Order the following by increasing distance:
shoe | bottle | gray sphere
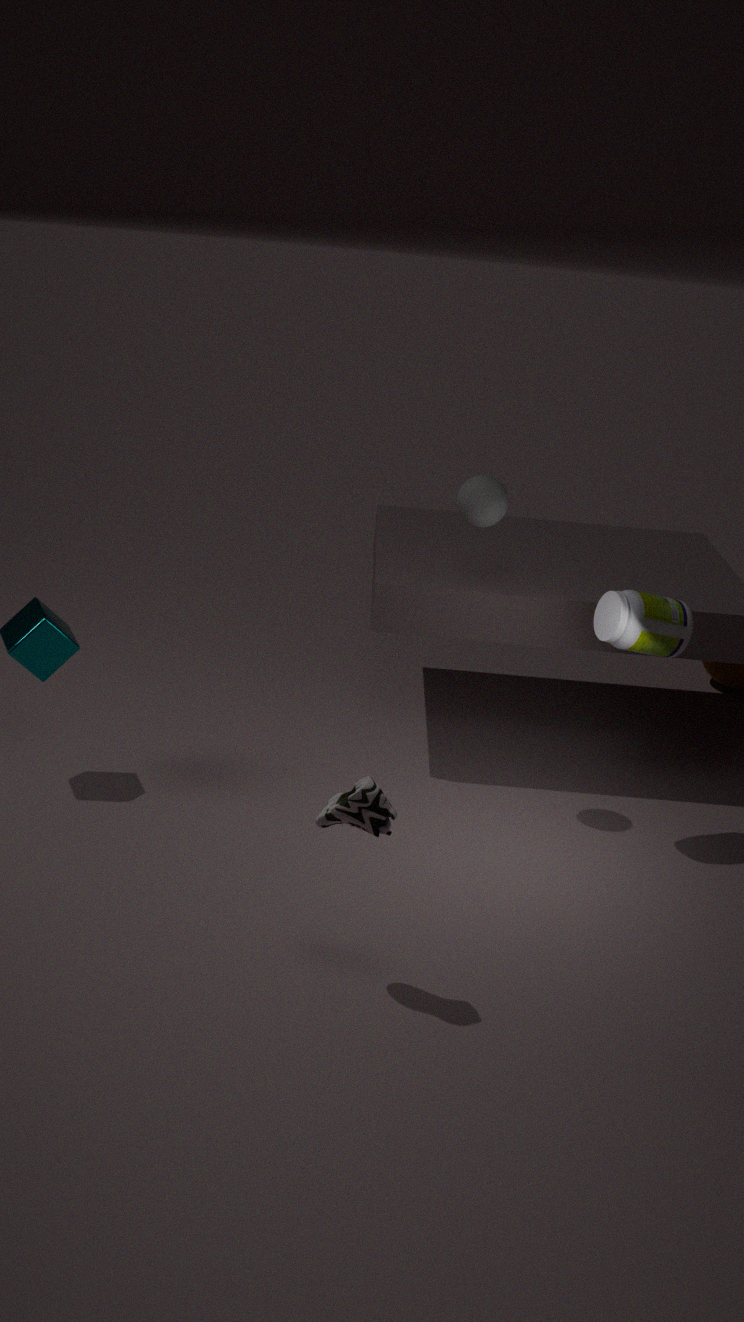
shoe, bottle, gray sphere
